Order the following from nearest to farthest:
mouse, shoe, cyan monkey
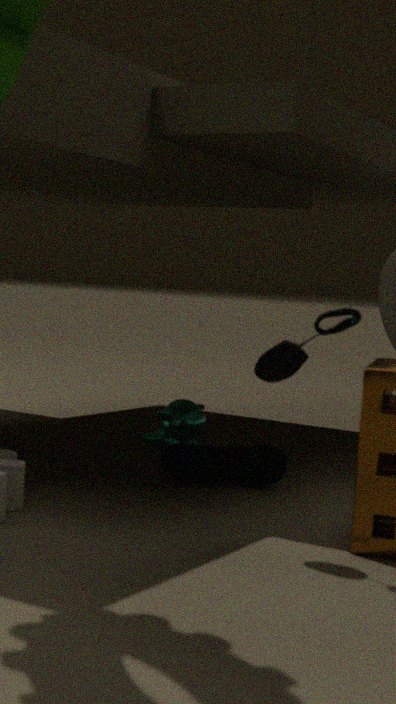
mouse, shoe, cyan monkey
